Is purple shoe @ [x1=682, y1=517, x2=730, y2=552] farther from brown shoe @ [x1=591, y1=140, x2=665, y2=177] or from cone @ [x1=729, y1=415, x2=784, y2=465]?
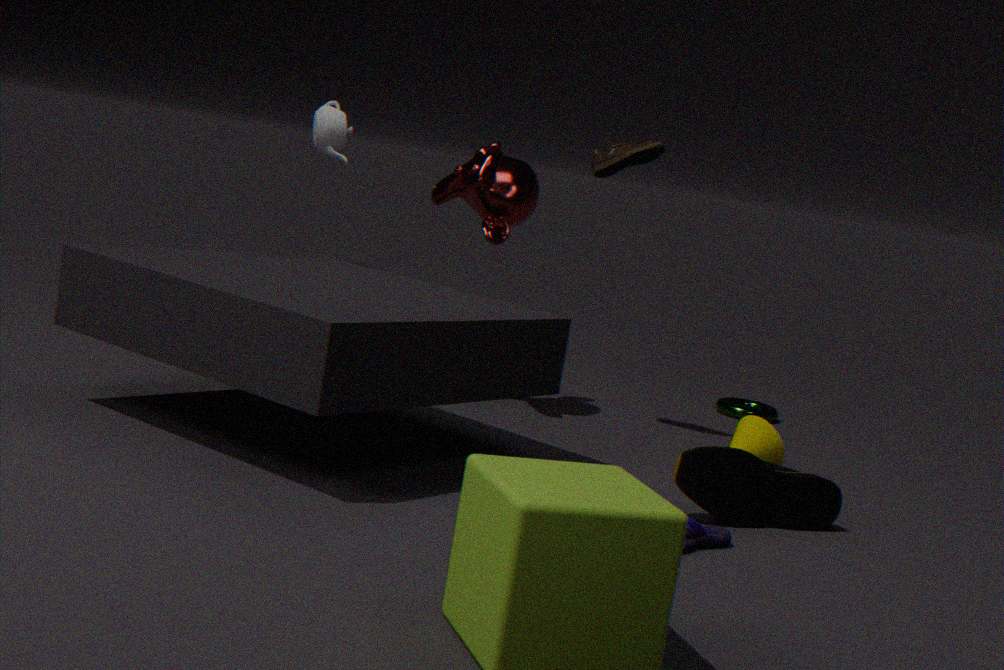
brown shoe @ [x1=591, y1=140, x2=665, y2=177]
